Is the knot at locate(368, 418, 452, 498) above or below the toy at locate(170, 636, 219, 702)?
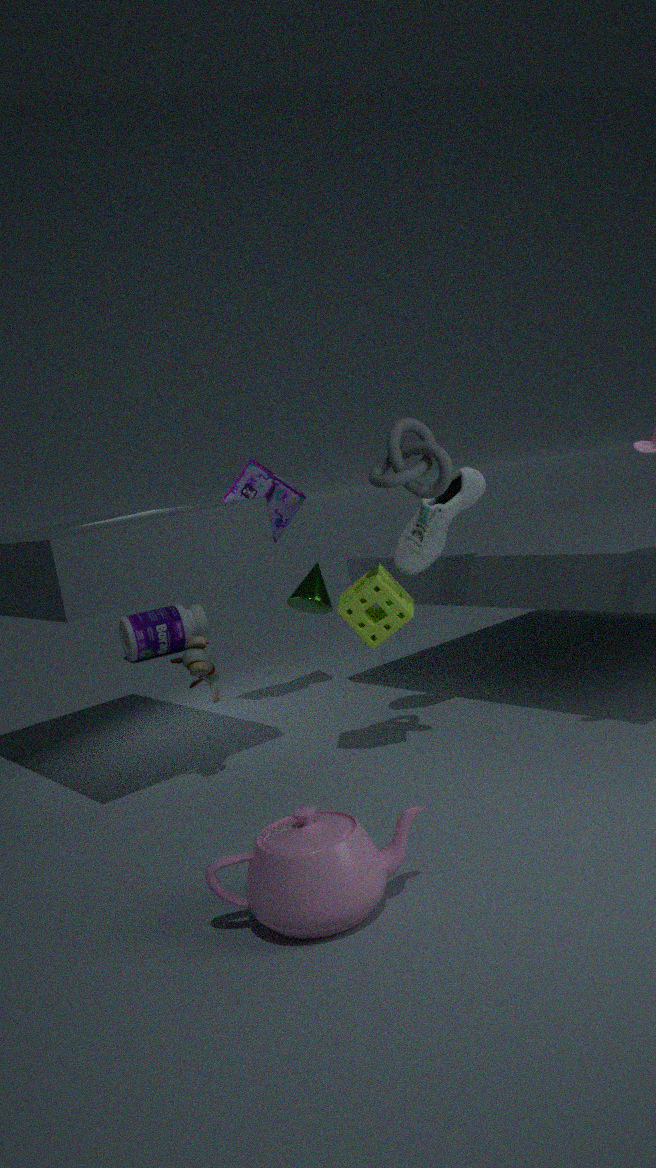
above
